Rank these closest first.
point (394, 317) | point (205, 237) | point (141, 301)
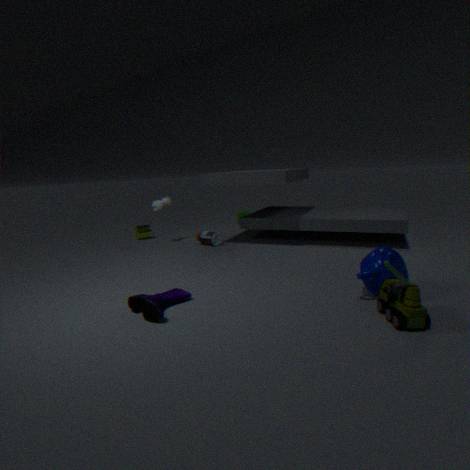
1. point (394, 317)
2. point (141, 301)
3. point (205, 237)
